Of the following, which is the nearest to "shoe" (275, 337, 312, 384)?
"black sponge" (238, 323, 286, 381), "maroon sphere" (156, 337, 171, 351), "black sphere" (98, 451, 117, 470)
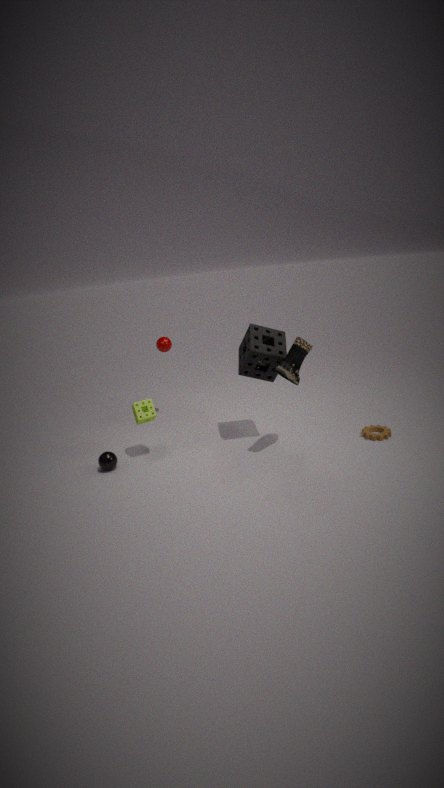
"black sponge" (238, 323, 286, 381)
